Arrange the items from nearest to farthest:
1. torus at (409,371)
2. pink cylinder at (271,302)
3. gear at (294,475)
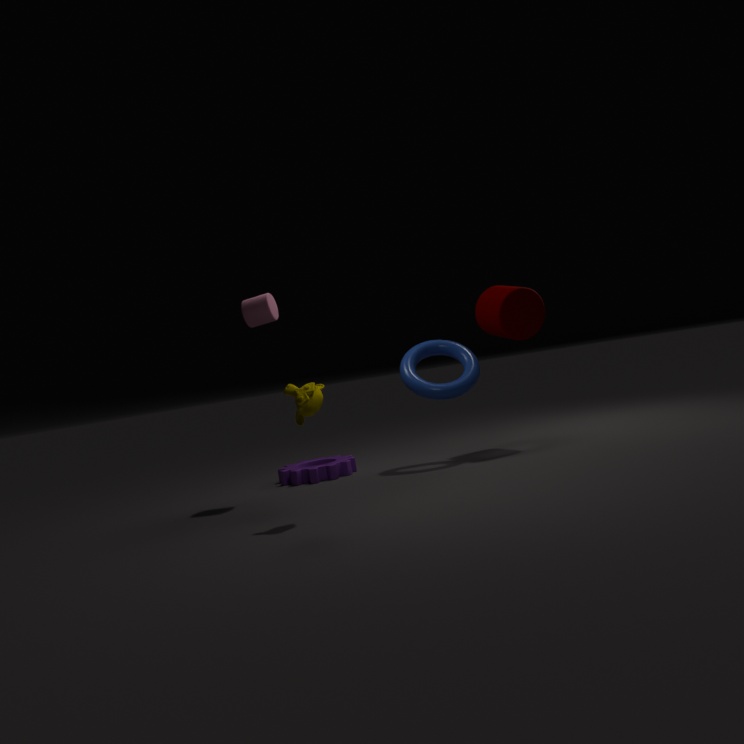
pink cylinder at (271,302)
torus at (409,371)
gear at (294,475)
